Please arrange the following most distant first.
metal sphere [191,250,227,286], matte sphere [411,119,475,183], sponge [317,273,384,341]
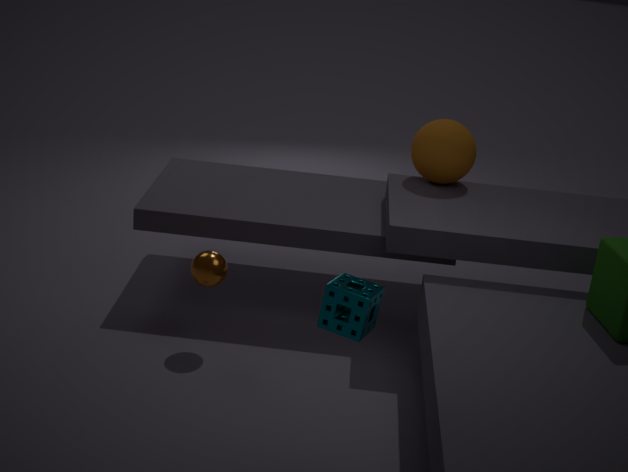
matte sphere [411,119,475,183], metal sphere [191,250,227,286], sponge [317,273,384,341]
